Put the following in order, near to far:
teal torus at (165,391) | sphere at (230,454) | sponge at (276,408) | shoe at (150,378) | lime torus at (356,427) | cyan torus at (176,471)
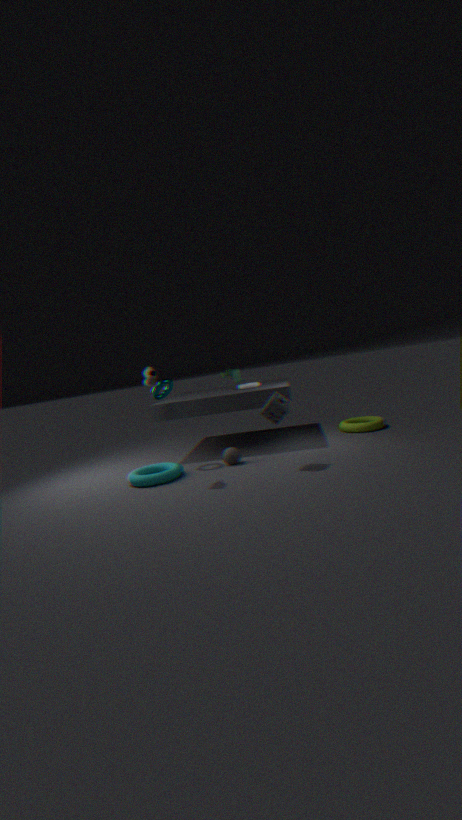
1. shoe at (150,378)
2. sponge at (276,408)
3. cyan torus at (176,471)
4. sphere at (230,454)
5. teal torus at (165,391)
6. lime torus at (356,427)
